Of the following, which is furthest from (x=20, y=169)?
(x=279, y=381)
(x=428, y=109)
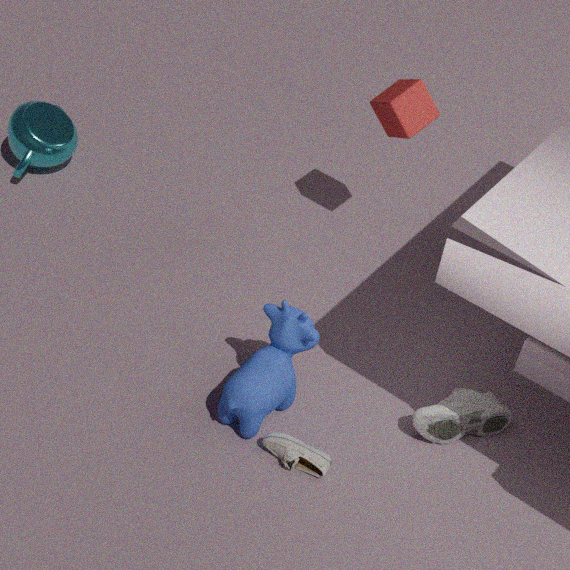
(x=279, y=381)
